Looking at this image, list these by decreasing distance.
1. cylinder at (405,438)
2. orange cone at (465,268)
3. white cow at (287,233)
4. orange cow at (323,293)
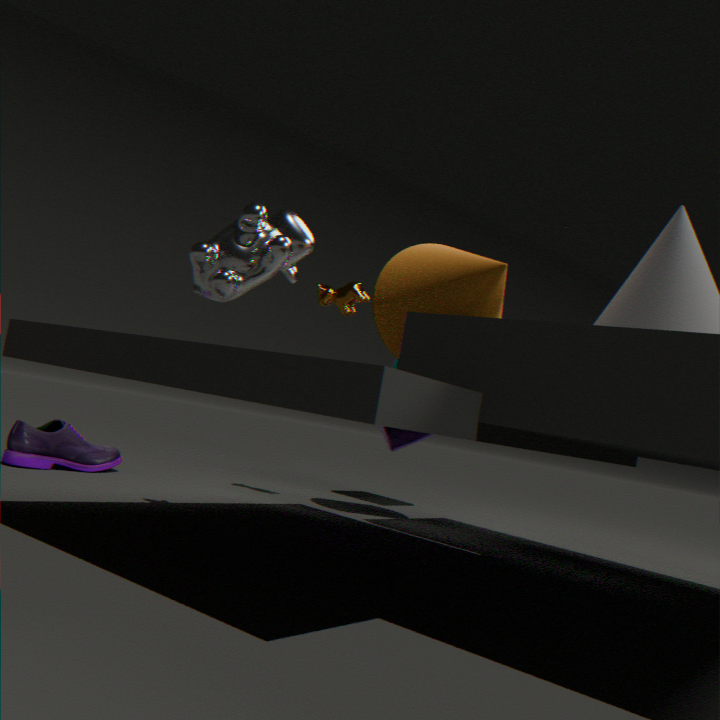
cylinder at (405,438)
orange cow at (323,293)
white cow at (287,233)
orange cone at (465,268)
